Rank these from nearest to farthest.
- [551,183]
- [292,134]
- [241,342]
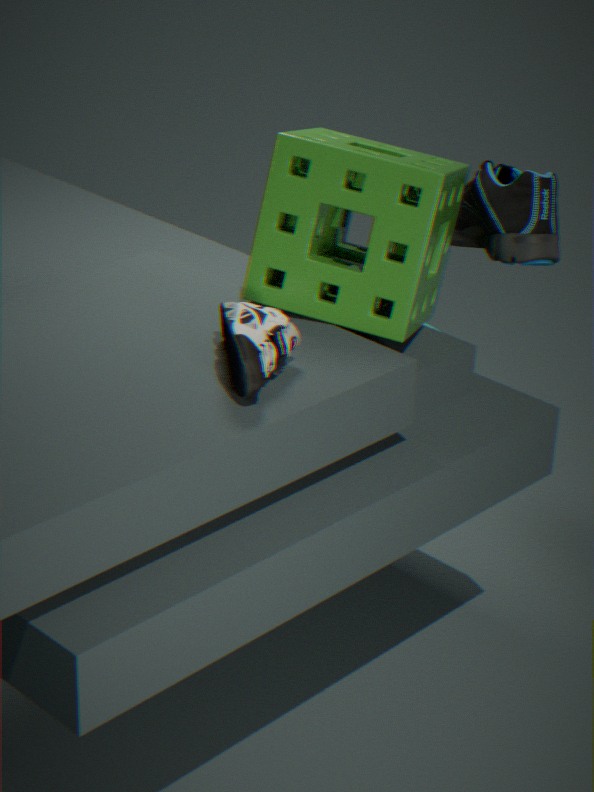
[241,342], [292,134], [551,183]
